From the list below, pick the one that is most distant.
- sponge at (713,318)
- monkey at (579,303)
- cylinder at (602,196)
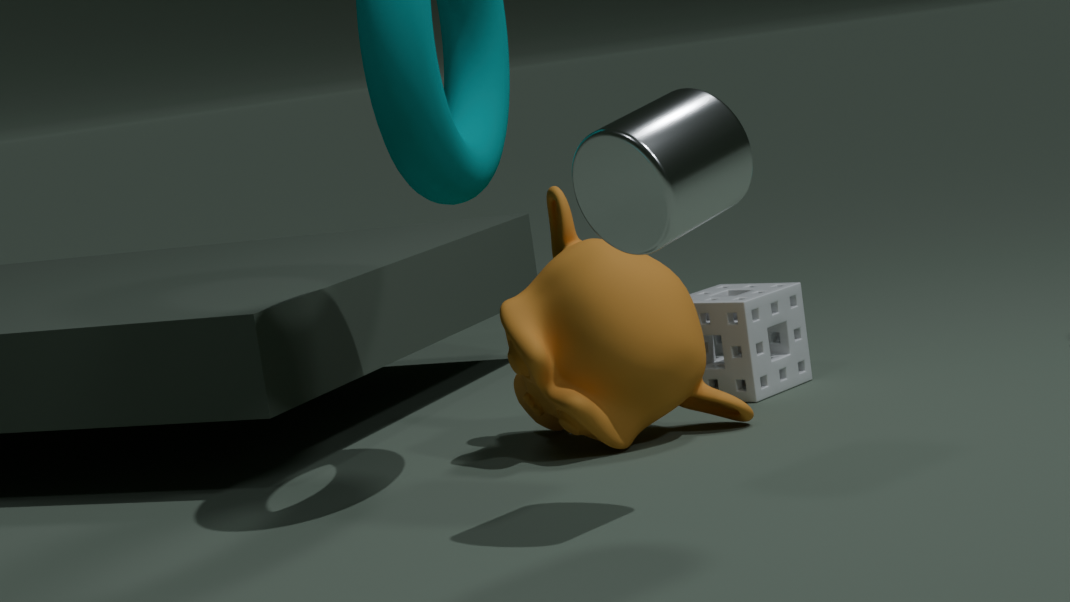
sponge at (713,318)
